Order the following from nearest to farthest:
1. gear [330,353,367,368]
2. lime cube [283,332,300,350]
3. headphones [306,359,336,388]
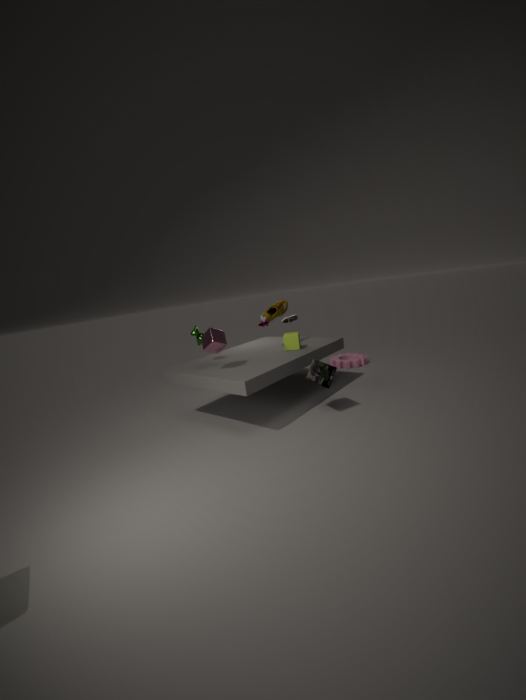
headphones [306,359,336,388]
lime cube [283,332,300,350]
gear [330,353,367,368]
